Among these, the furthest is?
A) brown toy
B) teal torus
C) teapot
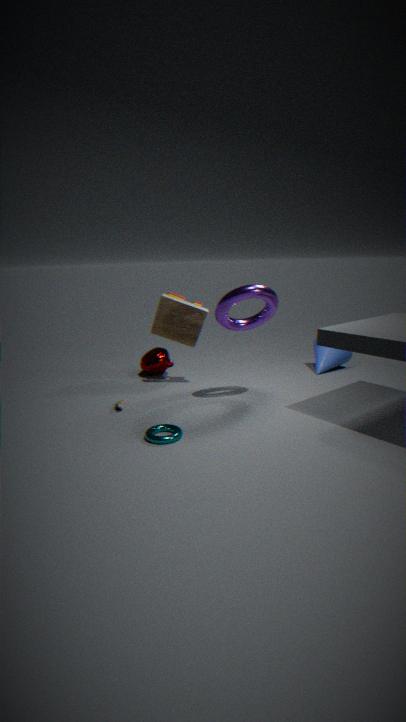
teapot
